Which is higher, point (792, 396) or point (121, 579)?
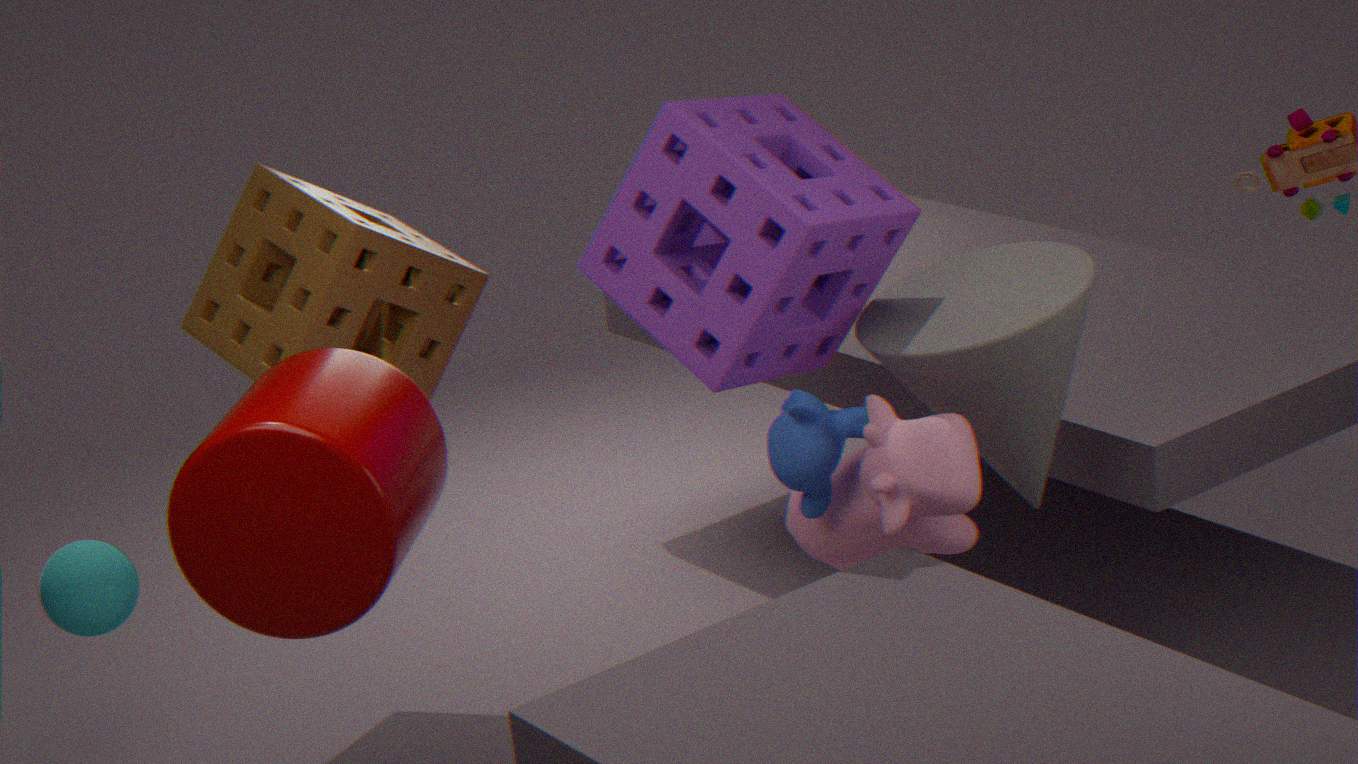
point (792, 396)
